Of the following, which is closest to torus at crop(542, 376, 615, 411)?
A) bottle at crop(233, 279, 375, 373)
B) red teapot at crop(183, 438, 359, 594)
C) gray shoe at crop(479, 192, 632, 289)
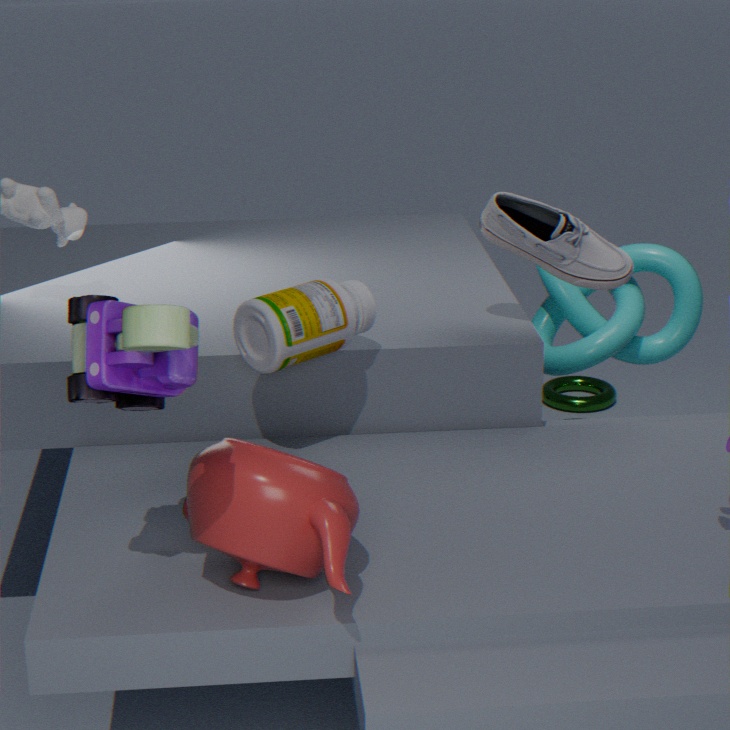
gray shoe at crop(479, 192, 632, 289)
